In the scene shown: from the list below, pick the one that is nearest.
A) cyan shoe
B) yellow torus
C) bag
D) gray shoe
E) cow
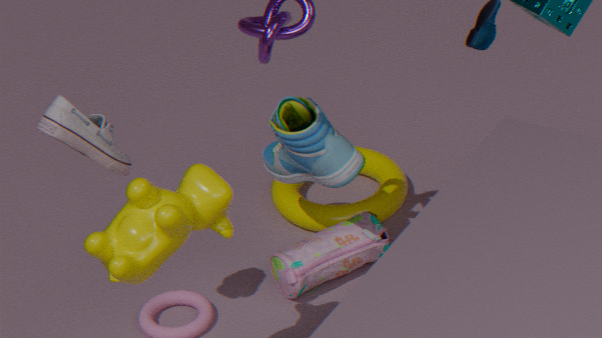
cow
